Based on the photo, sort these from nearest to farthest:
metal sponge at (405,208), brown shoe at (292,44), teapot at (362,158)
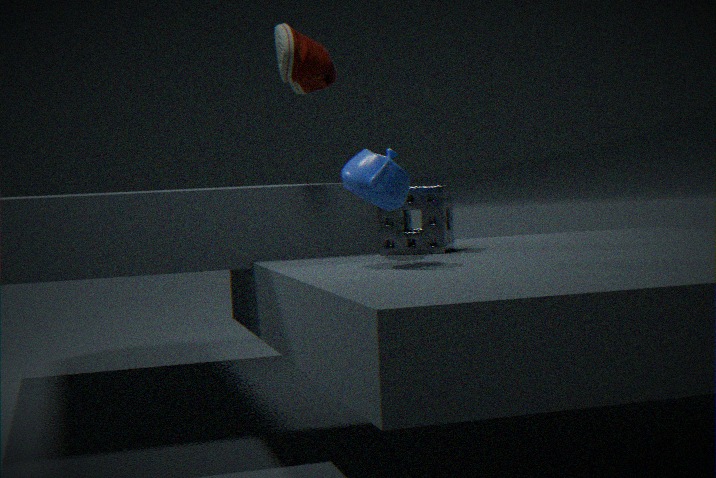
teapot at (362,158), brown shoe at (292,44), metal sponge at (405,208)
